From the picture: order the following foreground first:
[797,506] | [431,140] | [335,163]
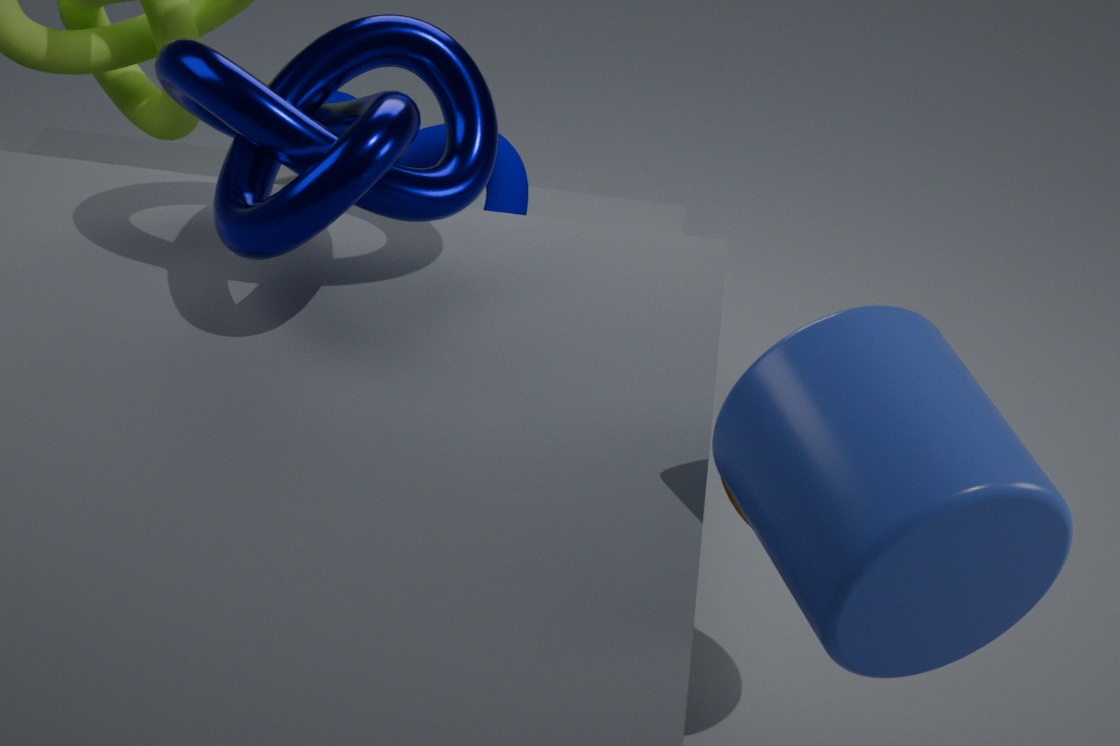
1. [797,506]
2. [335,163]
3. [431,140]
